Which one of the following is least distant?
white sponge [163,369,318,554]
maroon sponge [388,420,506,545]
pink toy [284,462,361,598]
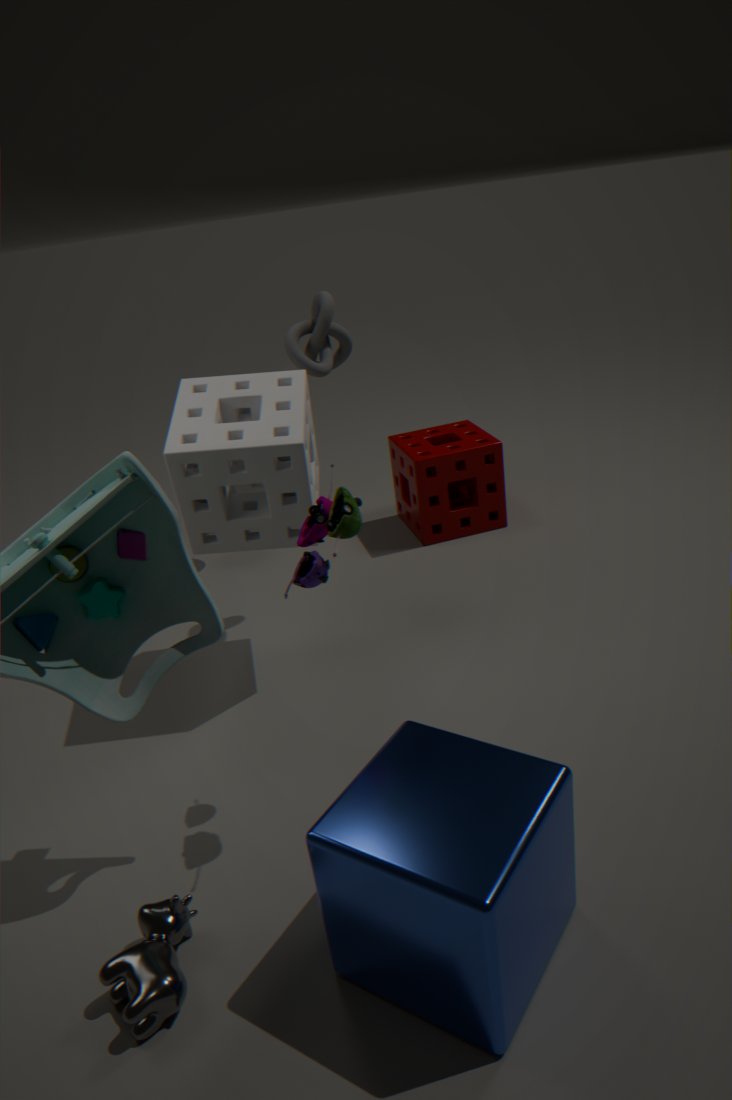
pink toy [284,462,361,598]
